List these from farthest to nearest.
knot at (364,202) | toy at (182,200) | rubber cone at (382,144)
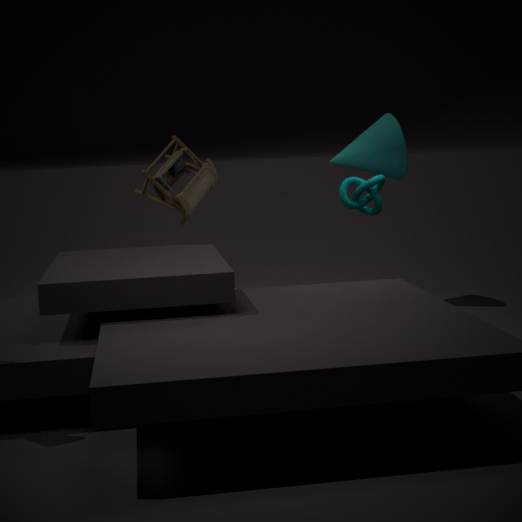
rubber cone at (382,144) < knot at (364,202) < toy at (182,200)
